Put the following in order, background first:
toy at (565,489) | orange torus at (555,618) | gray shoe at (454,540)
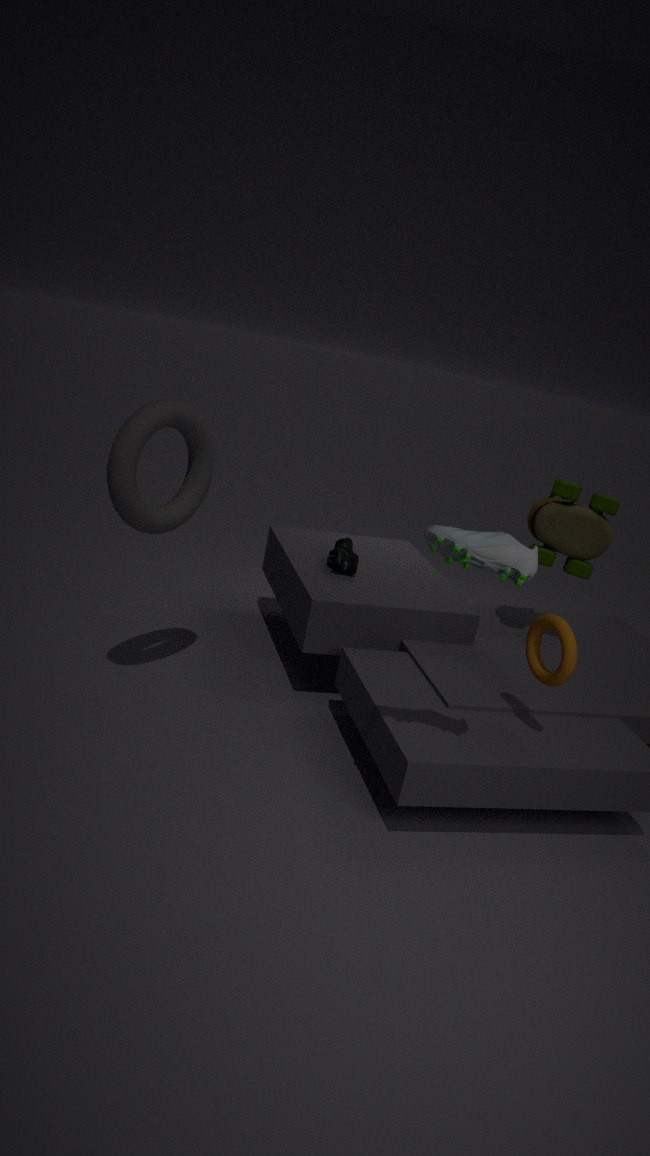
toy at (565,489) < orange torus at (555,618) < gray shoe at (454,540)
